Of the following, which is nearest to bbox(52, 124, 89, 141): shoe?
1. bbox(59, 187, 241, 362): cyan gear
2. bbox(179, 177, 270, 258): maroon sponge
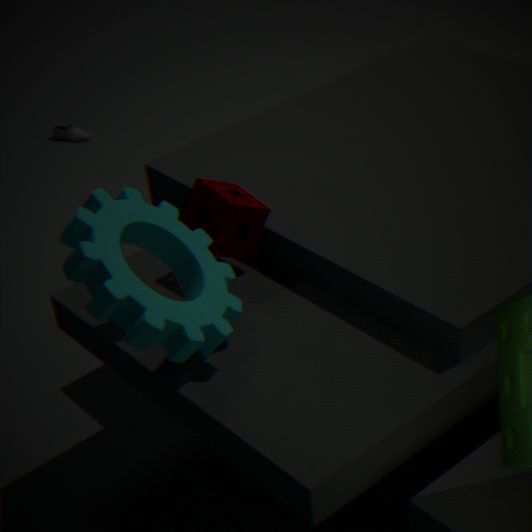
bbox(179, 177, 270, 258): maroon sponge
